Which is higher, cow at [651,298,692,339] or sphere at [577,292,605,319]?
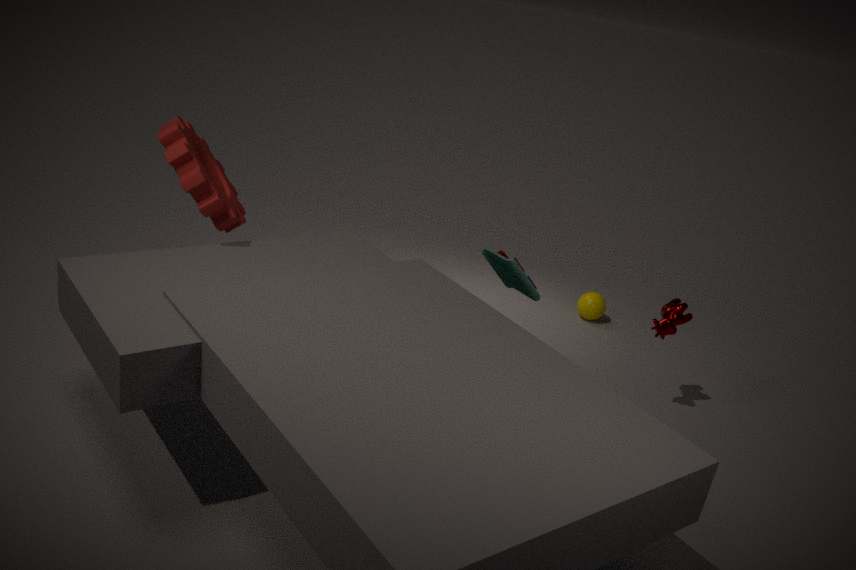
cow at [651,298,692,339]
